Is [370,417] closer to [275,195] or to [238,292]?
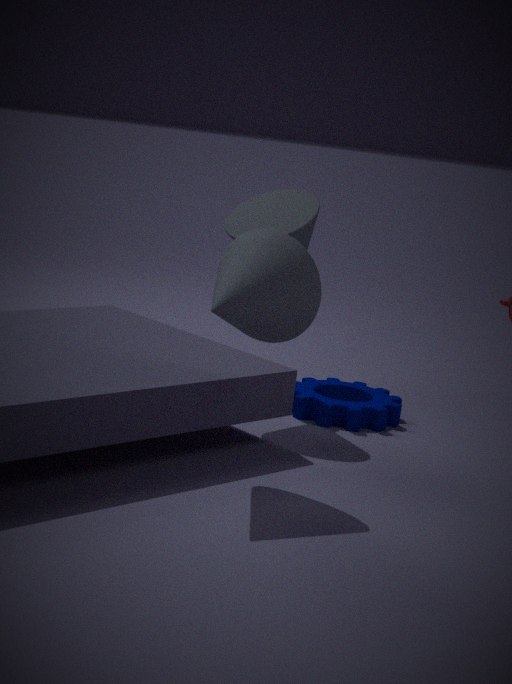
[275,195]
